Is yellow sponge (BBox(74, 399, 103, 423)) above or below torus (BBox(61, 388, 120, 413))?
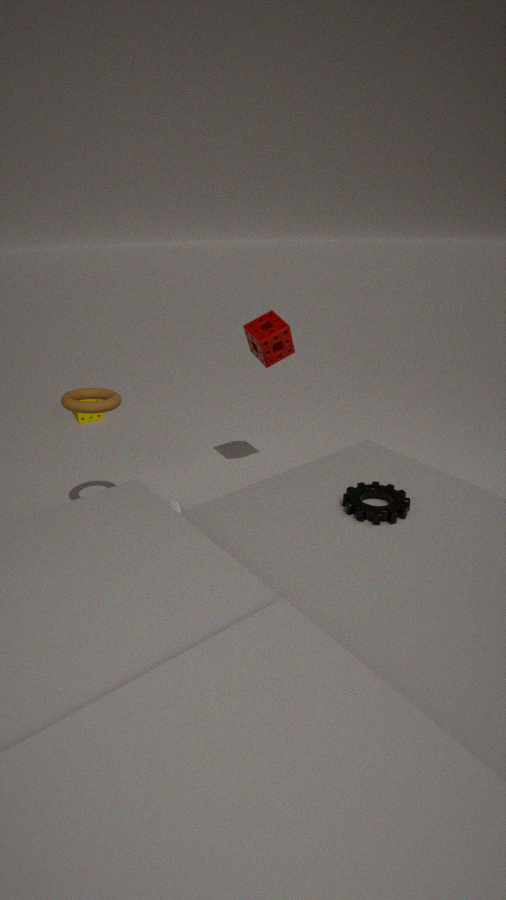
below
